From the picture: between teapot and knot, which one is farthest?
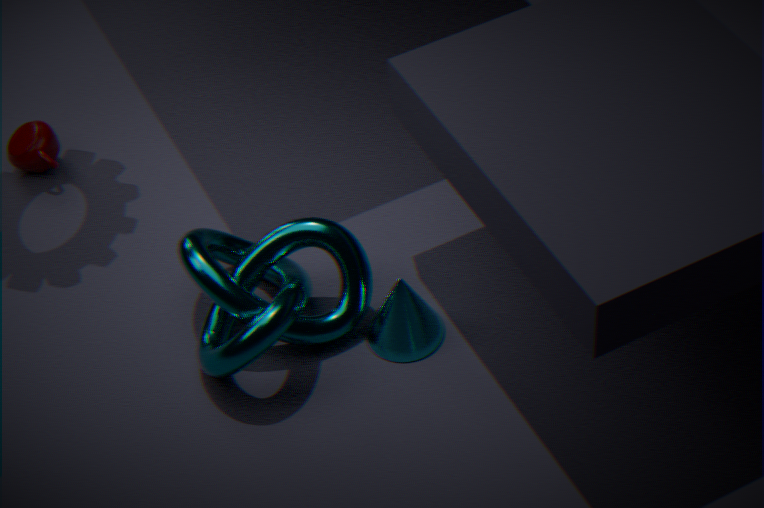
teapot
